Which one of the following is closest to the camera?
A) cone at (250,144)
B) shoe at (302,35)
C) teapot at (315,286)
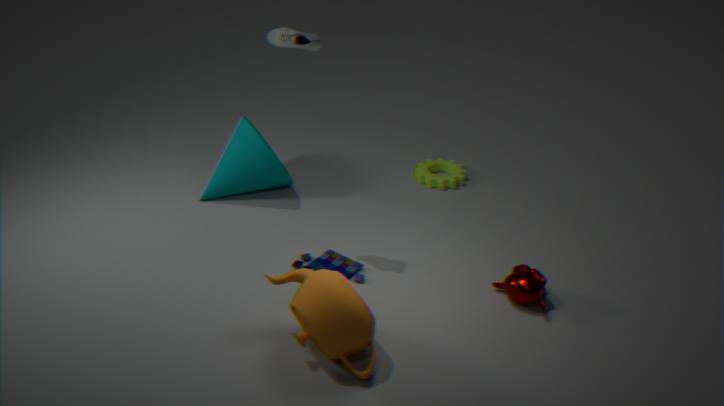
teapot at (315,286)
